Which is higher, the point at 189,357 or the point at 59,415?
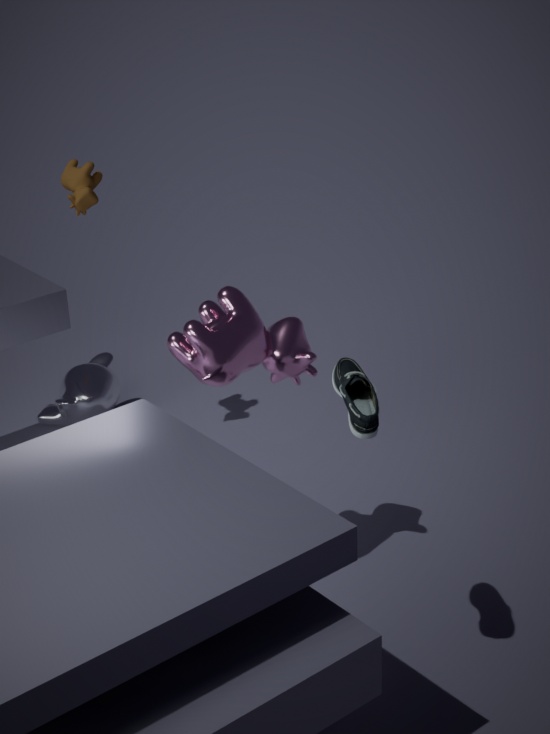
the point at 189,357
